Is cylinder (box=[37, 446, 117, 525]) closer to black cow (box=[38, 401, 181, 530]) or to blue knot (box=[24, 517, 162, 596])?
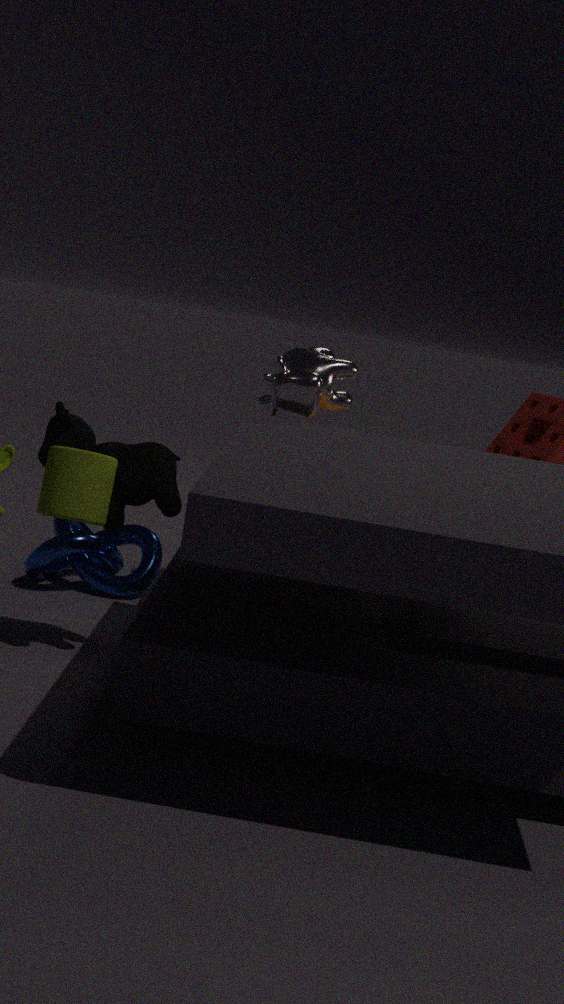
black cow (box=[38, 401, 181, 530])
